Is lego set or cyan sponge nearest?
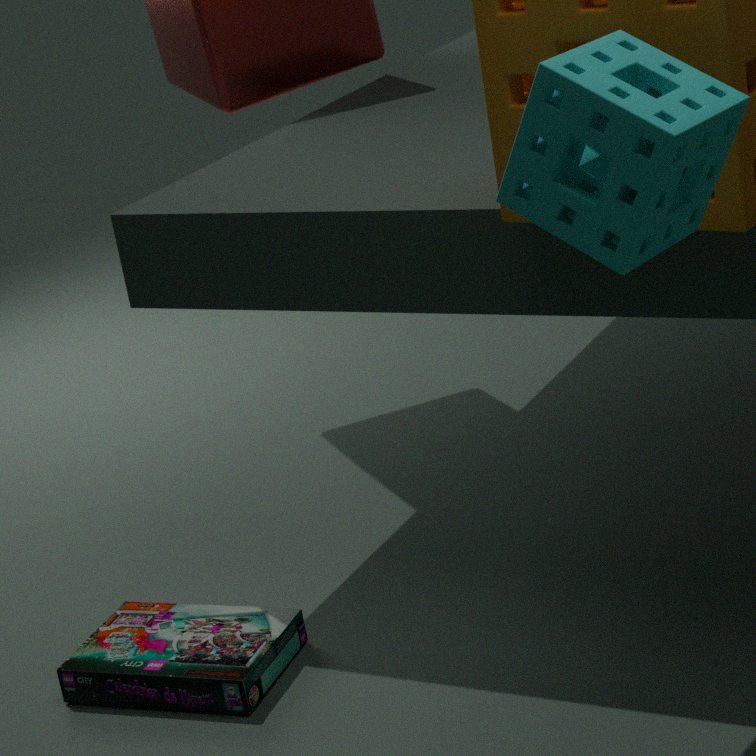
cyan sponge
